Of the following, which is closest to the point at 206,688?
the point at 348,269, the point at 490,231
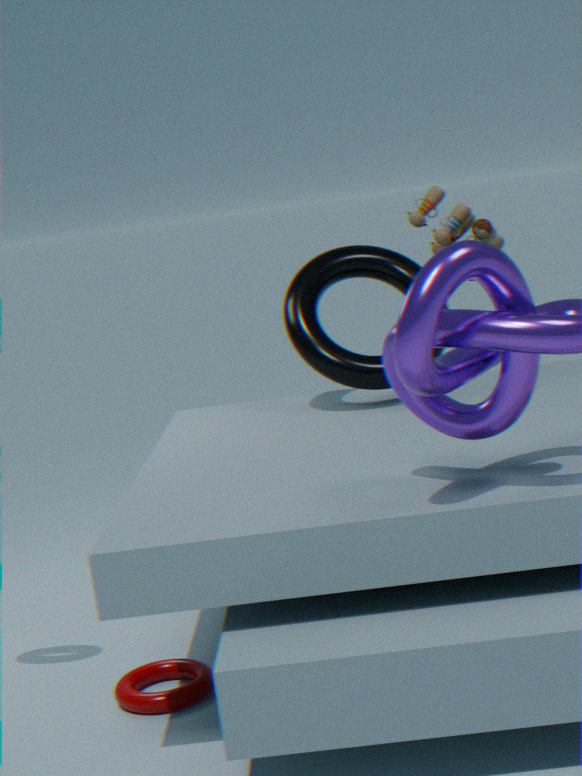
the point at 348,269
